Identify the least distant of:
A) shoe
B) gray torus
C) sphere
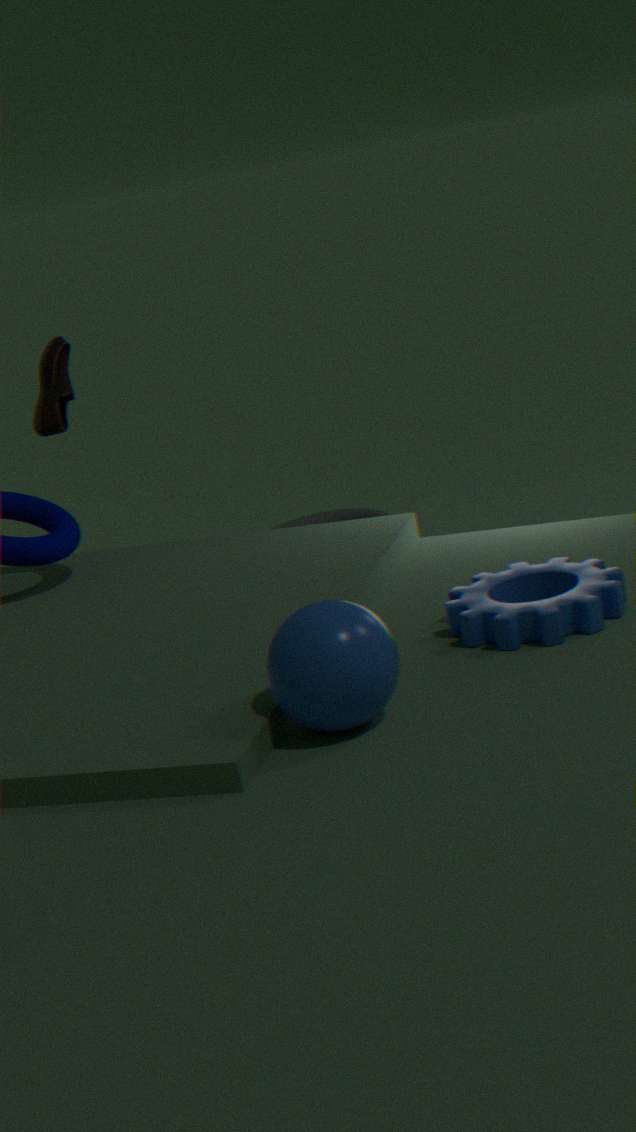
sphere
